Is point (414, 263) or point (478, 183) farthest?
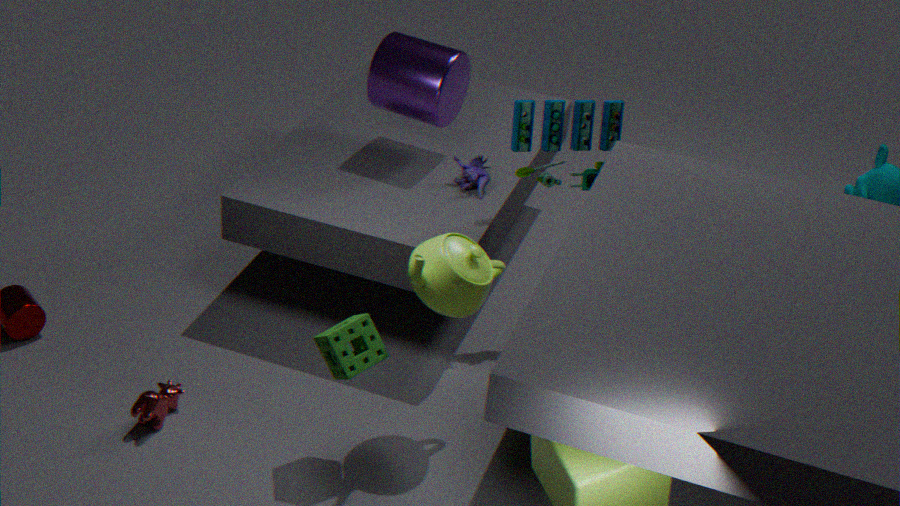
point (478, 183)
